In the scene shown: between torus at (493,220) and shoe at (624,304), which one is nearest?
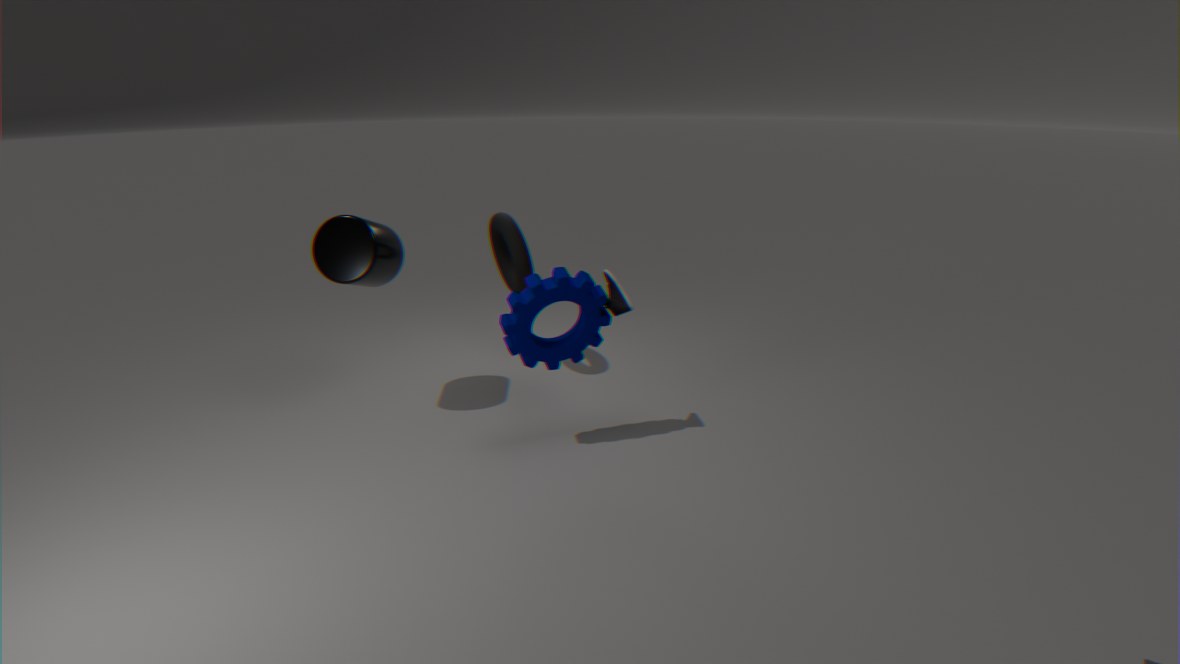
shoe at (624,304)
